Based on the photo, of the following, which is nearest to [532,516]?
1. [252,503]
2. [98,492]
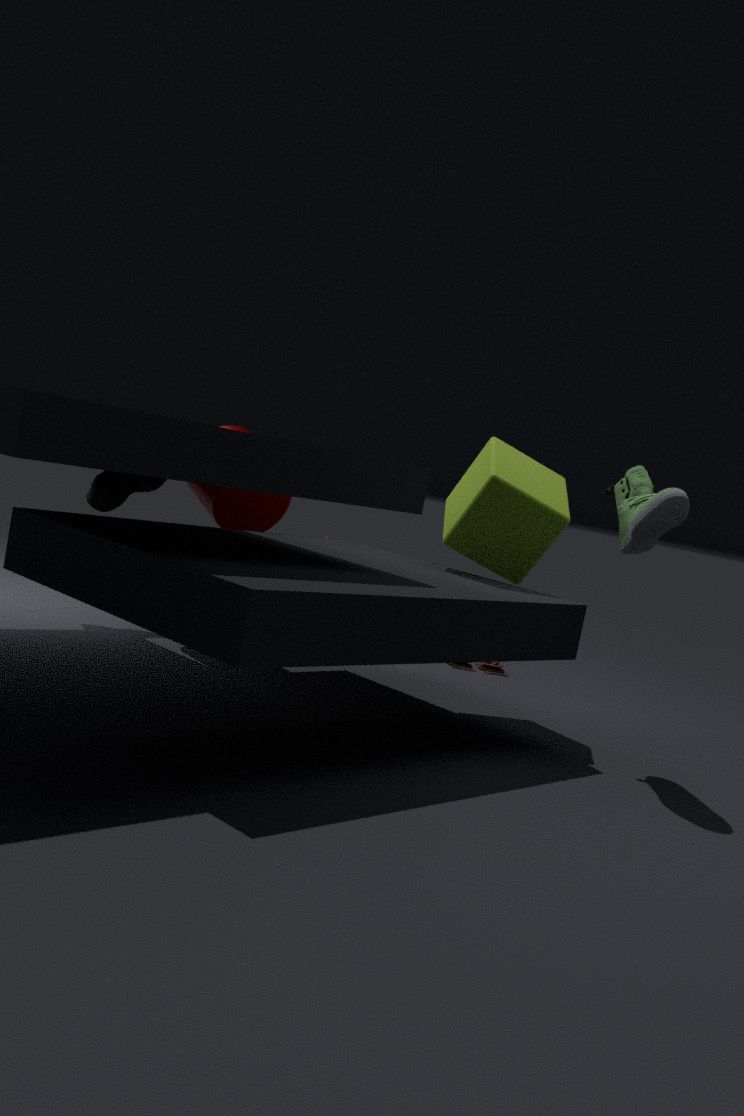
[252,503]
